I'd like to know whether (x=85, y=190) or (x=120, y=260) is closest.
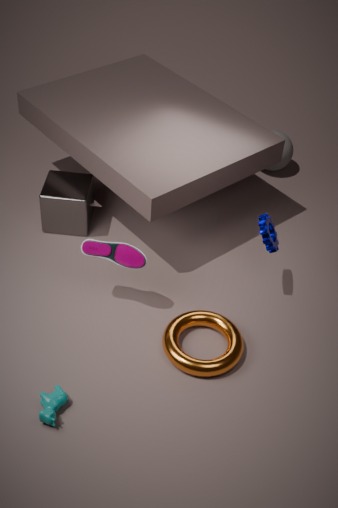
(x=120, y=260)
